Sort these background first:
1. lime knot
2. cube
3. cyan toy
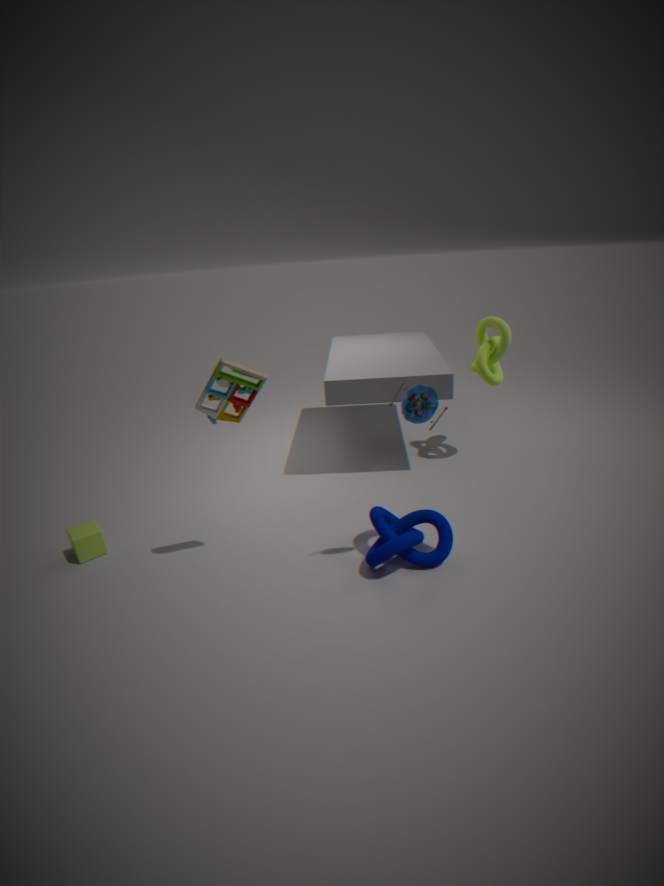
1. lime knot
2. cube
3. cyan toy
